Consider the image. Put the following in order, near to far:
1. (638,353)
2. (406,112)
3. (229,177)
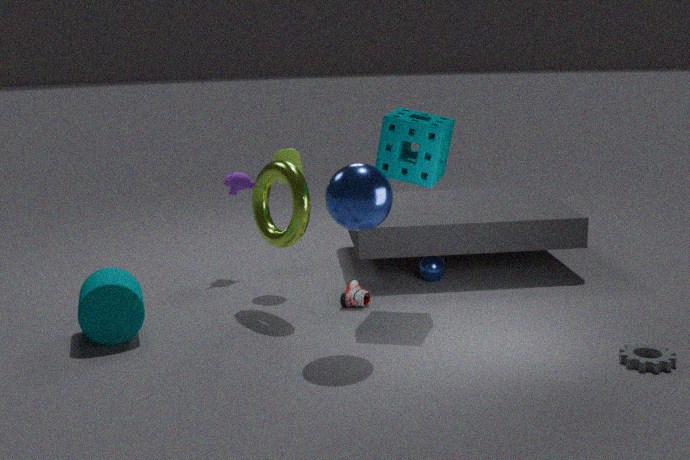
1. (638,353)
2. (406,112)
3. (229,177)
